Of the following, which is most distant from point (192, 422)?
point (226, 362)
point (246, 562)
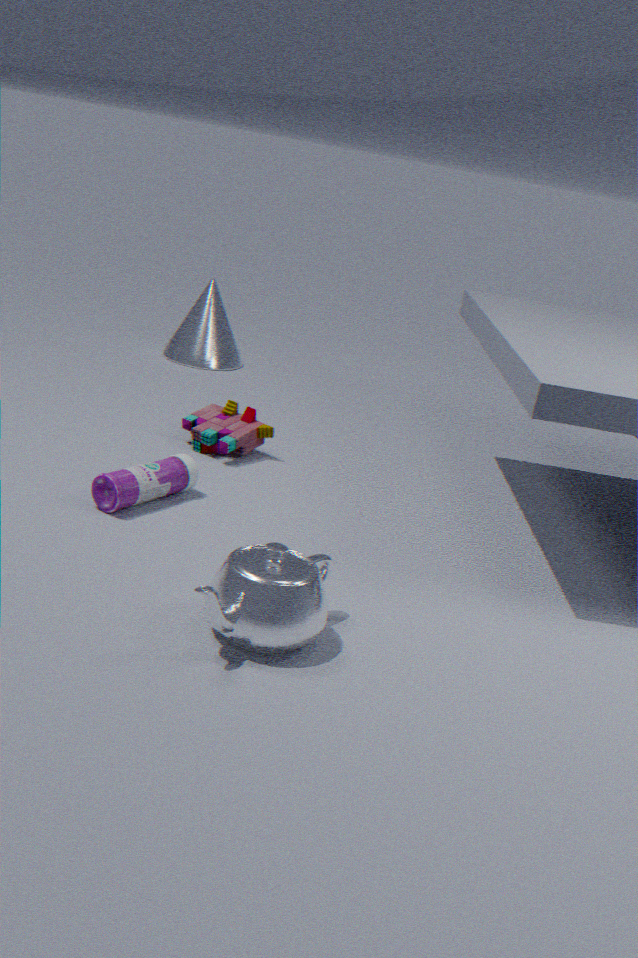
point (246, 562)
